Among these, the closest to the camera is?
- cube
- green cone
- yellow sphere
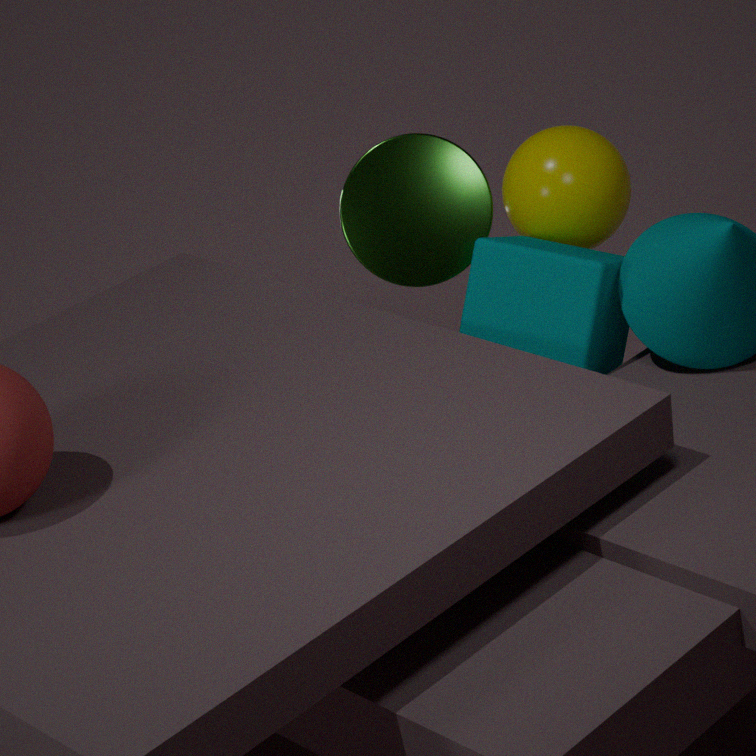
cube
